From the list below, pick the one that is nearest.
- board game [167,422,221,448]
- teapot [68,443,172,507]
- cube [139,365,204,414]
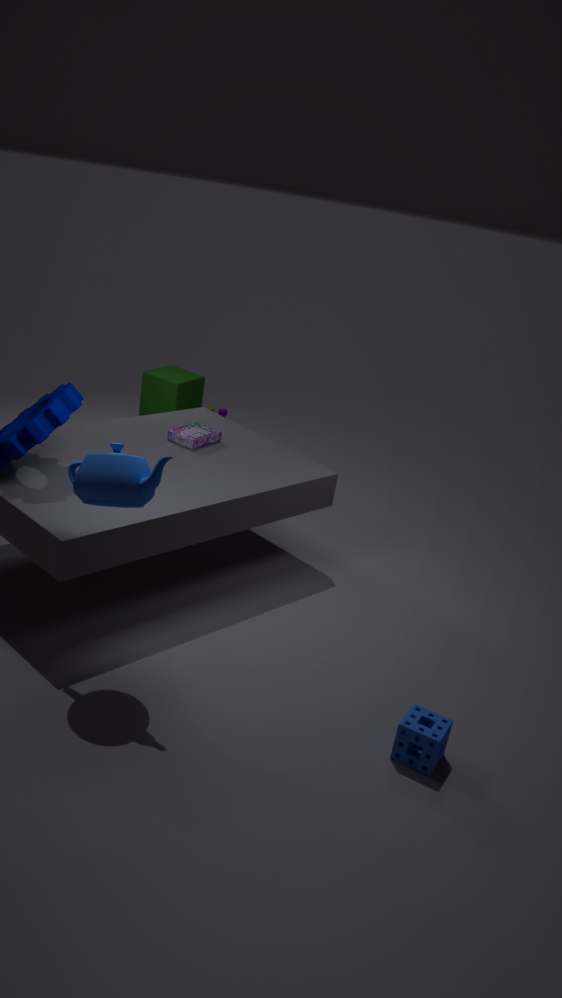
teapot [68,443,172,507]
